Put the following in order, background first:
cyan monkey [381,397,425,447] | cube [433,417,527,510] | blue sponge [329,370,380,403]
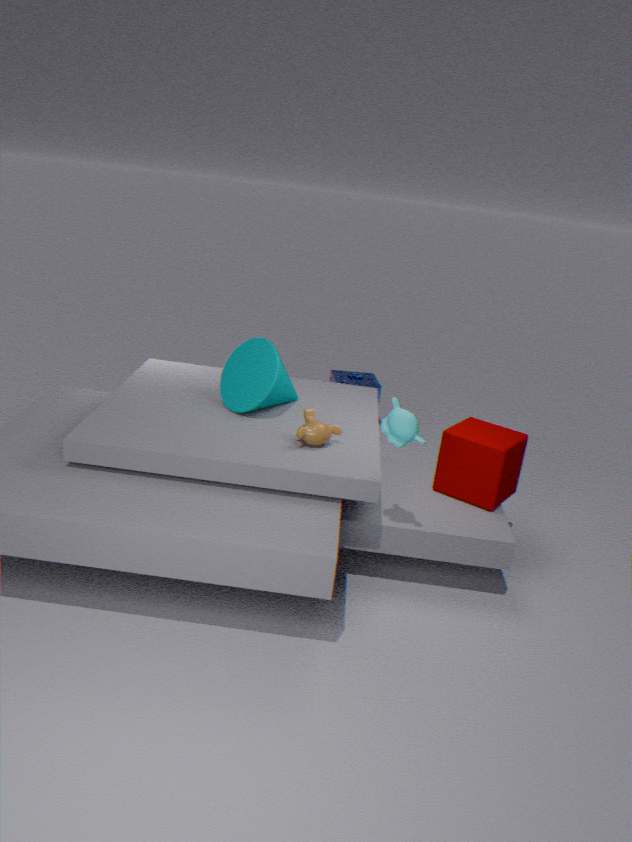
blue sponge [329,370,380,403] < cube [433,417,527,510] < cyan monkey [381,397,425,447]
